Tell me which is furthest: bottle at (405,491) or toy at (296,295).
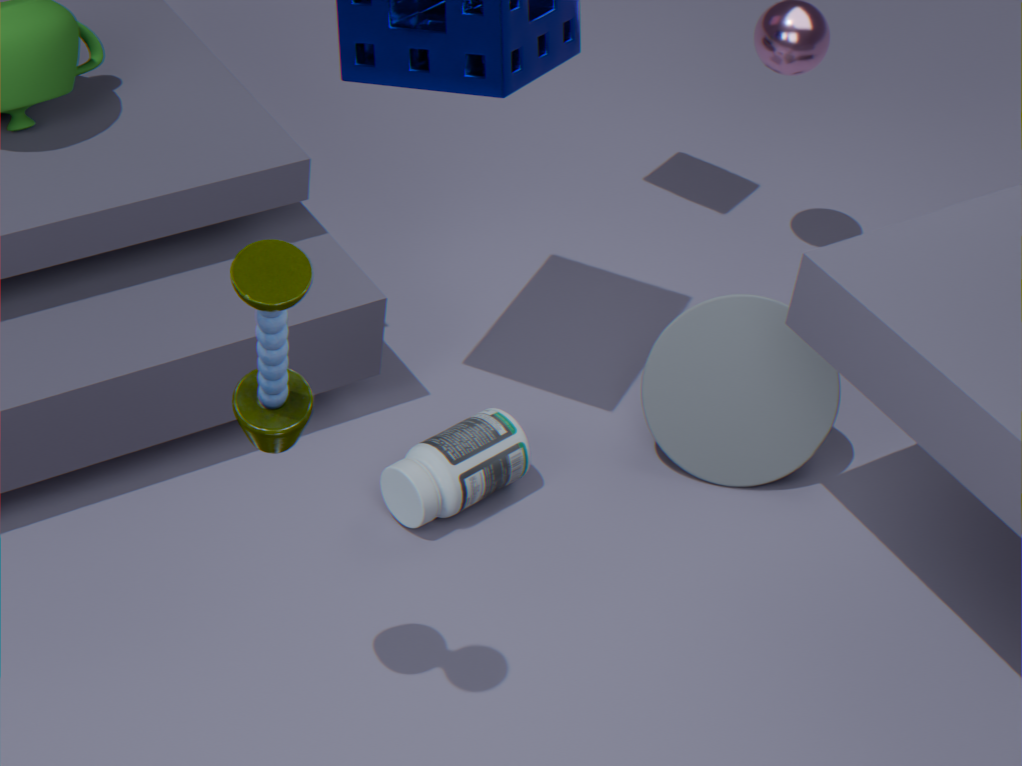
bottle at (405,491)
